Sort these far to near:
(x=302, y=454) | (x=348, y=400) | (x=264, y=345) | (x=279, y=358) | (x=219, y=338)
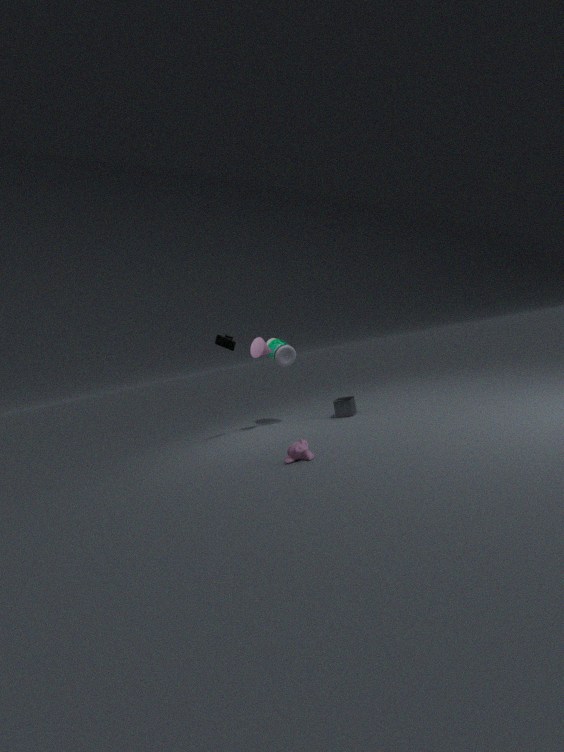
(x=279, y=358) → (x=348, y=400) → (x=264, y=345) → (x=219, y=338) → (x=302, y=454)
